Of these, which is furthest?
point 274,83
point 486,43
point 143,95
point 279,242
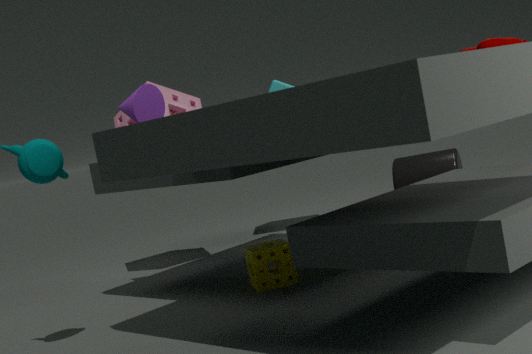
point 274,83
